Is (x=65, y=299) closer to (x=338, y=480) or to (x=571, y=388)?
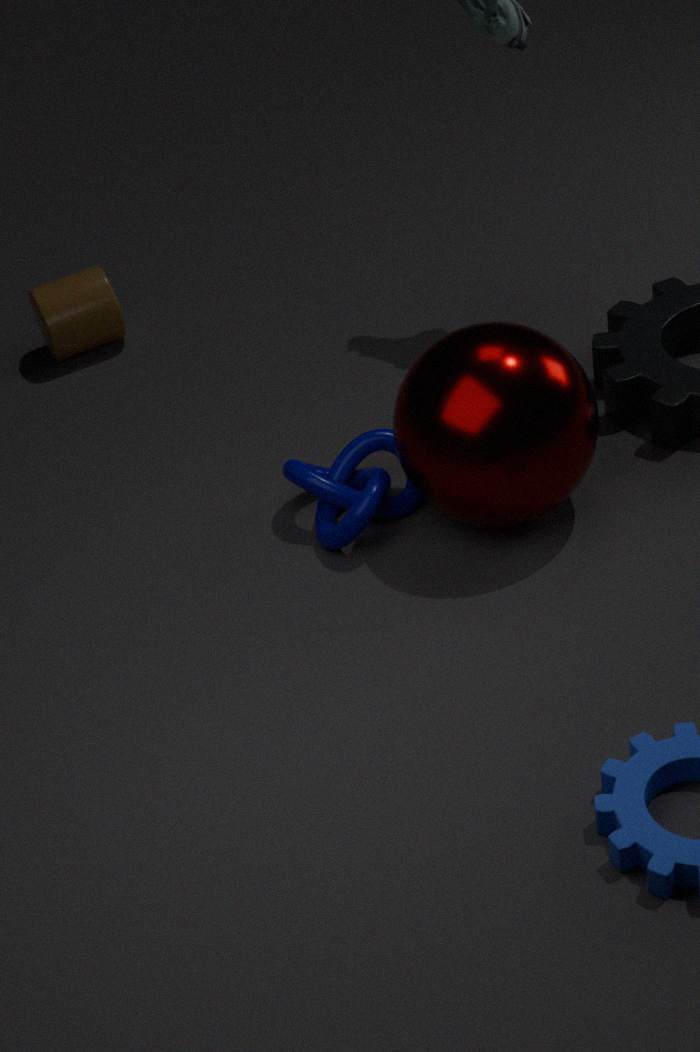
(x=338, y=480)
